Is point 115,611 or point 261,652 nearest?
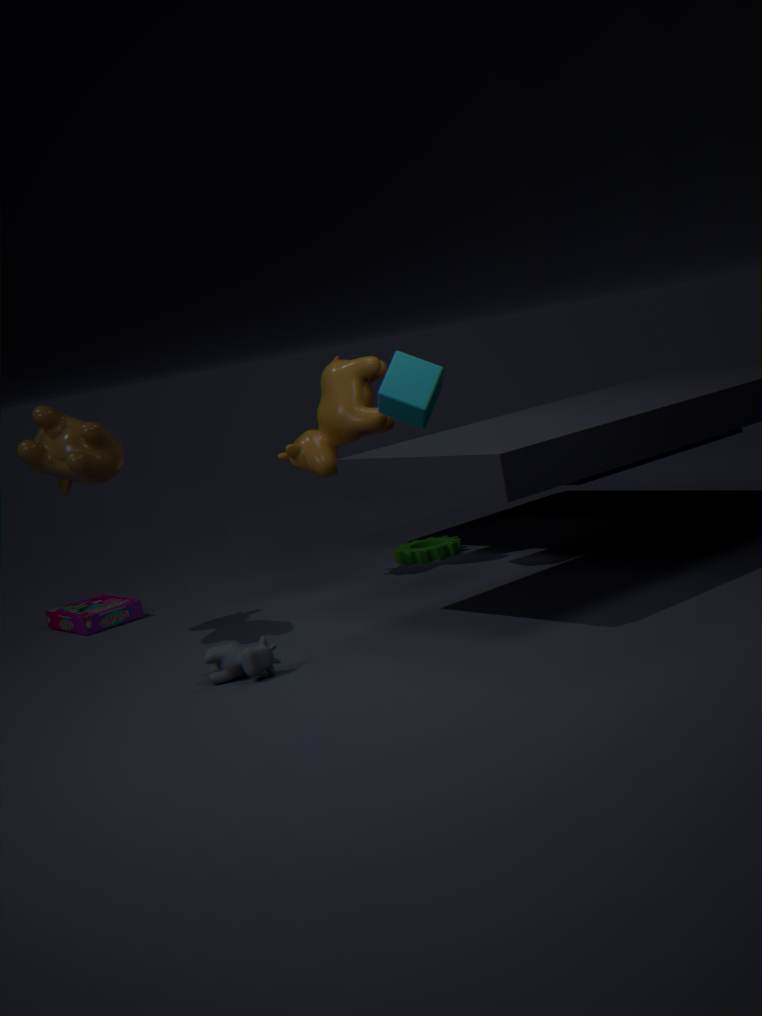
point 261,652
